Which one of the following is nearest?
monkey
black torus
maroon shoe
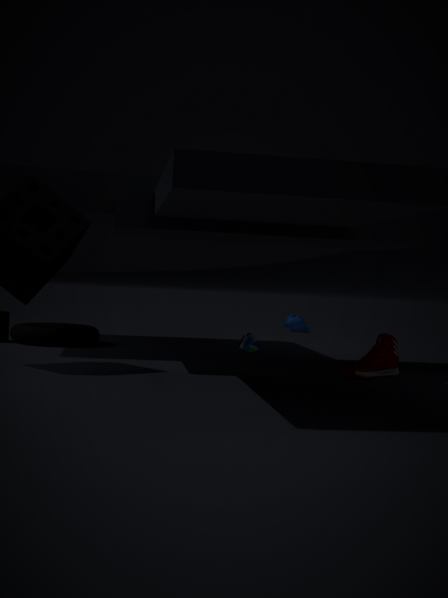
maroon shoe
